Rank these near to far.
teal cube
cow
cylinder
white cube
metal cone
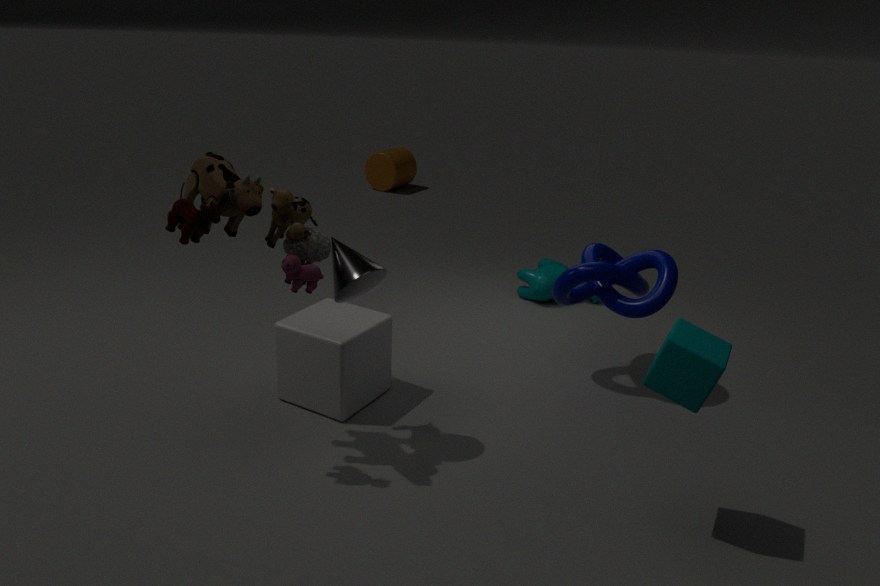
1. teal cube
2. metal cone
3. white cube
4. cow
5. cylinder
